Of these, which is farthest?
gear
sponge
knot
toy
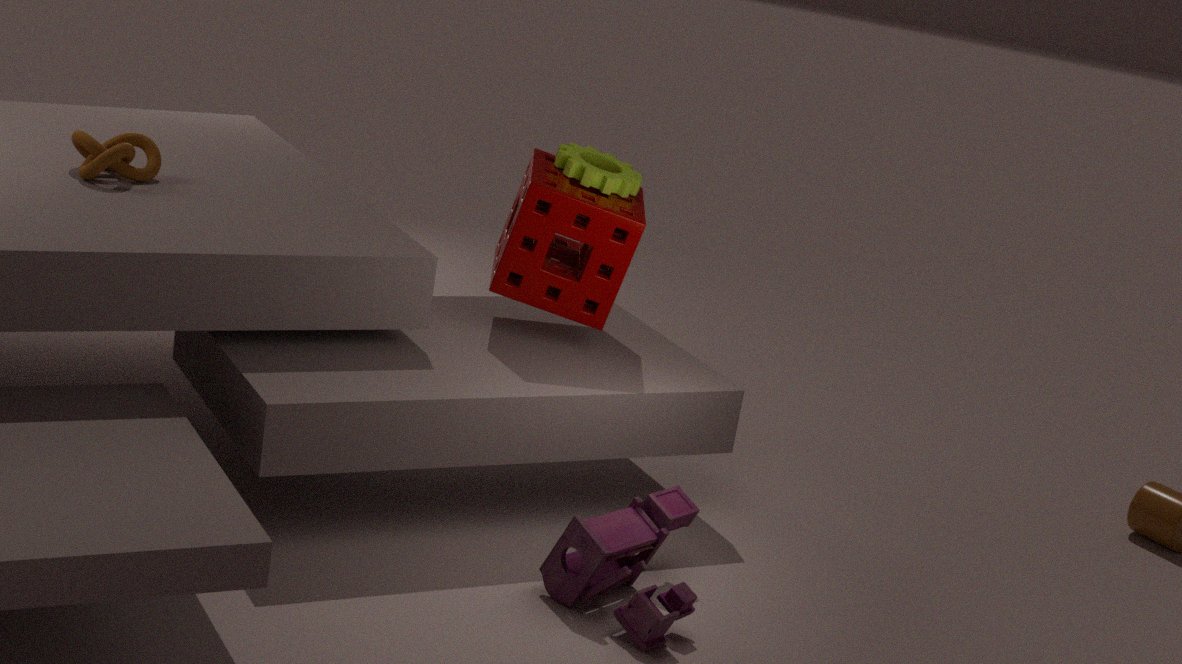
gear
